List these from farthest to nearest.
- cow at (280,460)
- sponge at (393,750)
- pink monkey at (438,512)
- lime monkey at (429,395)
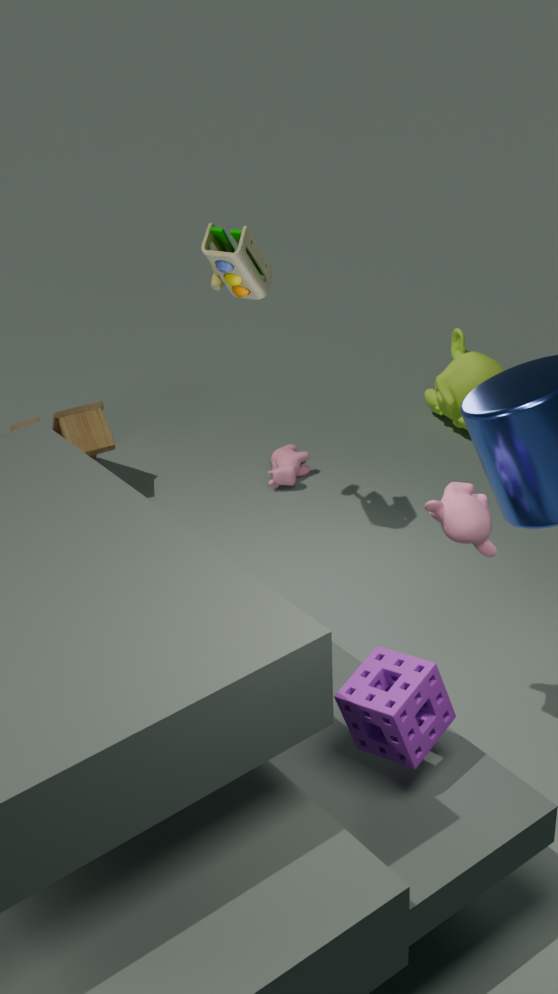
lime monkey at (429,395) < cow at (280,460) < pink monkey at (438,512) < sponge at (393,750)
